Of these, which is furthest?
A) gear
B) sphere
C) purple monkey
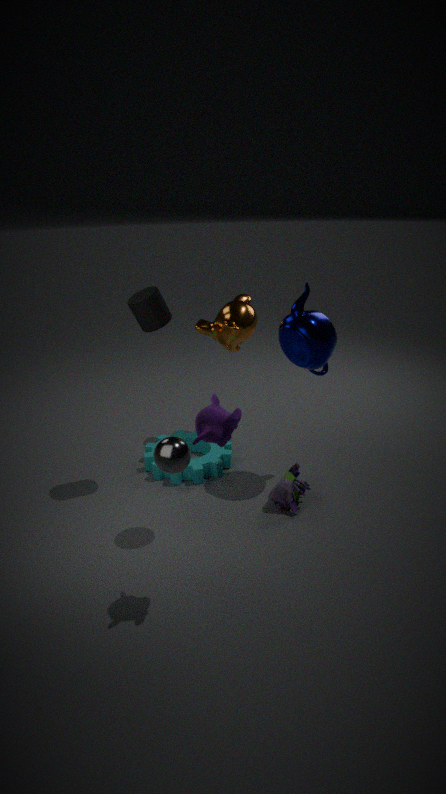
gear
